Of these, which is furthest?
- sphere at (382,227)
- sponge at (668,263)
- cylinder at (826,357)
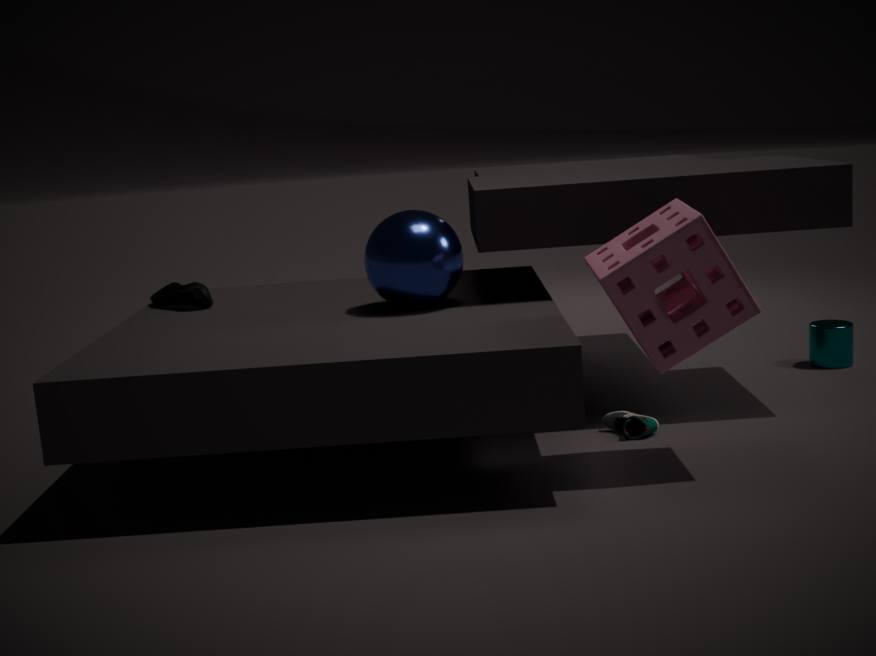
cylinder at (826,357)
